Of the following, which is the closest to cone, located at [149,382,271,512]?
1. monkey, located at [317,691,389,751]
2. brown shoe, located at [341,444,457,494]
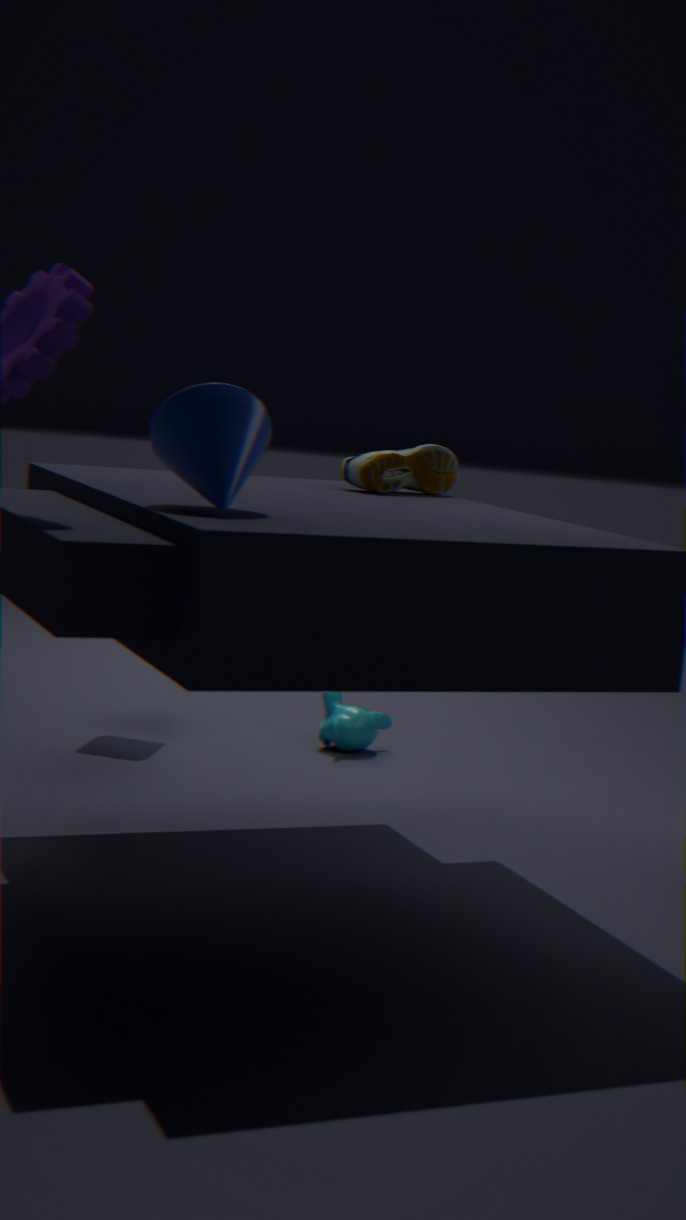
brown shoe, located at [341,444,457,494]
